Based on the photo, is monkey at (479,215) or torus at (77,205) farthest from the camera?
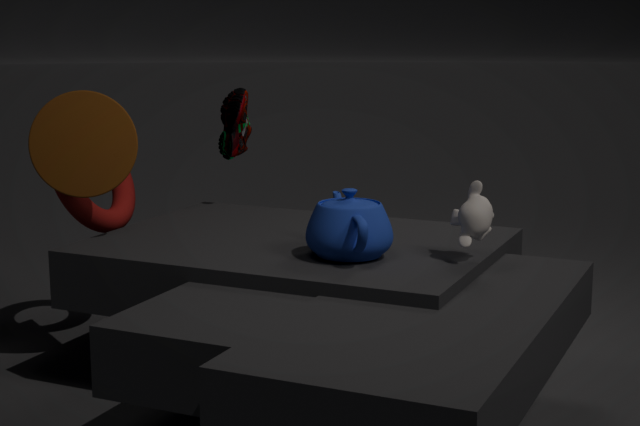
torus at (77,205)
